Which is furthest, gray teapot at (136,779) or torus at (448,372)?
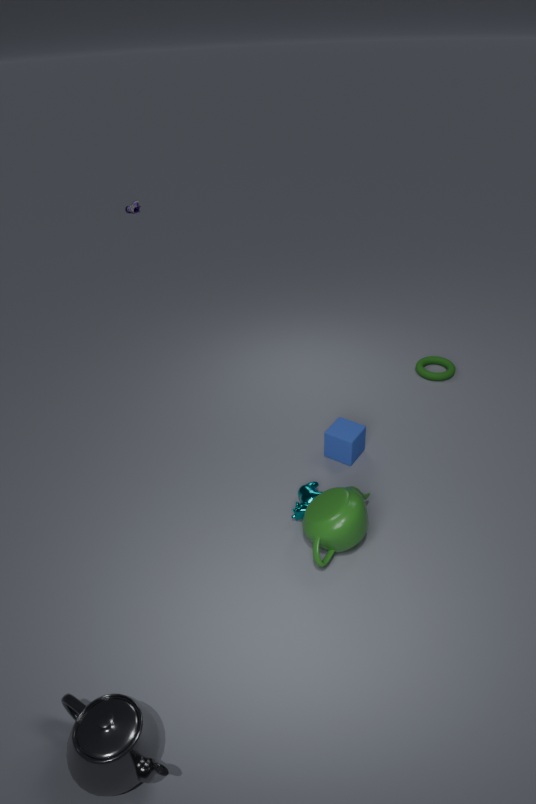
torus at (448,372)
